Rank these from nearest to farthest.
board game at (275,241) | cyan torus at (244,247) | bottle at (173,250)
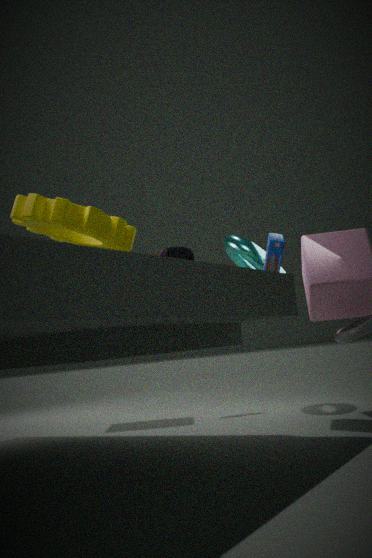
bottle at (173,250) < board game at (275,241) < cyan torus at (244,247)
